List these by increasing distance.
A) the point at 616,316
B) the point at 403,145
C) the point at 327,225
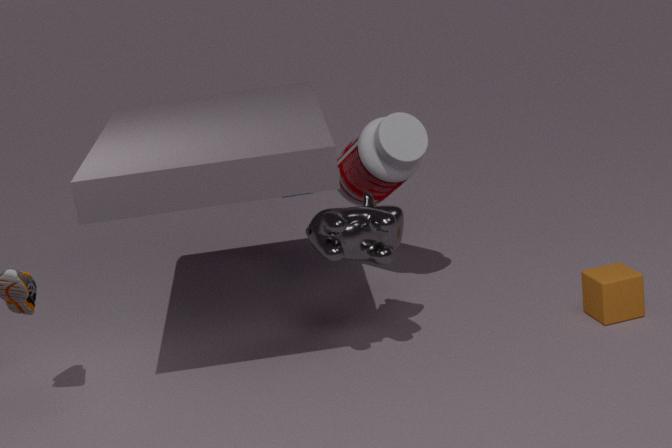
1. the point at 327,225
2. the point at 616,316
3. the point at 403,145
